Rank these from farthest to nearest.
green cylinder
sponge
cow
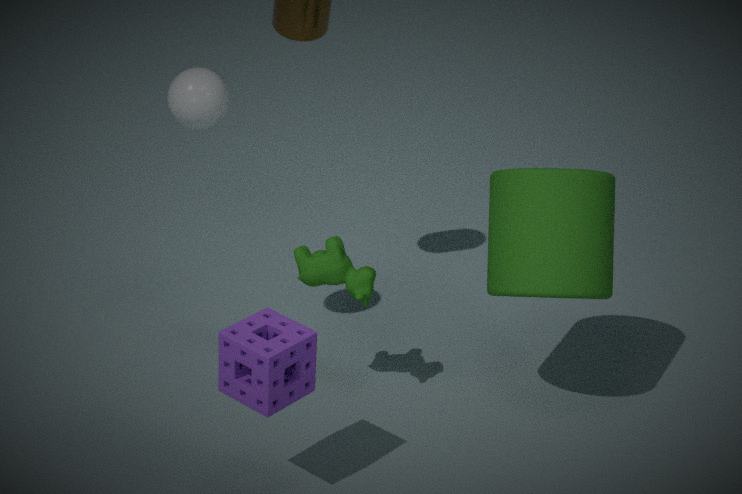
cow < green cylinder < sponge
